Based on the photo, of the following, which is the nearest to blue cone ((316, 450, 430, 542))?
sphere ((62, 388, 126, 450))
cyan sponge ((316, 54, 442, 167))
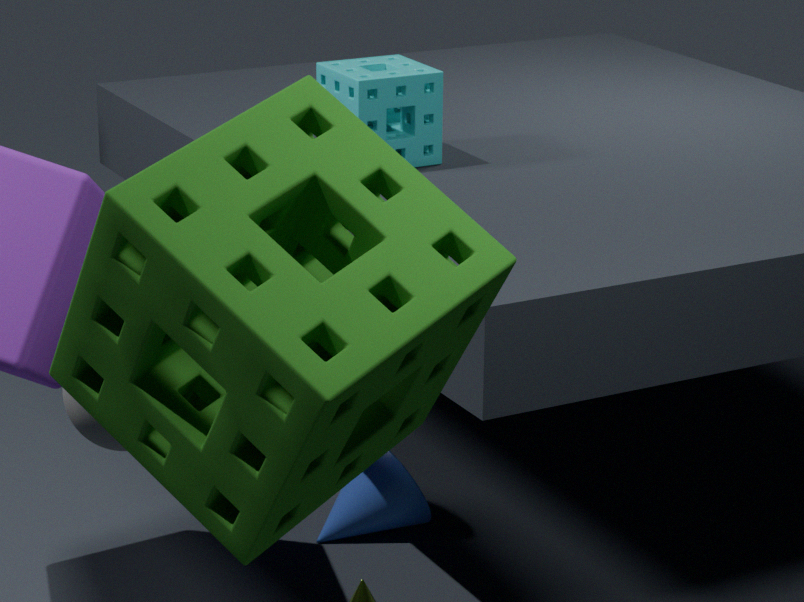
cyan sponge ((316, 54, 442, 167))
